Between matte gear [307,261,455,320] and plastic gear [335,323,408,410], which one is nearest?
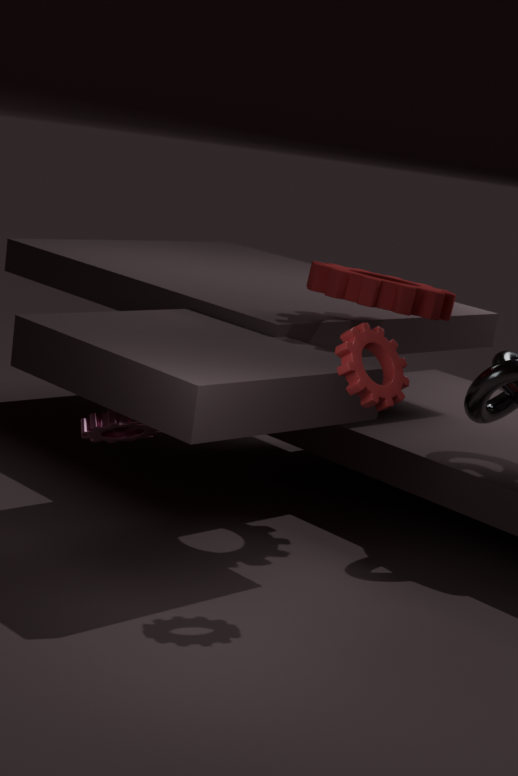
plastic gear [335,323,408,410]
